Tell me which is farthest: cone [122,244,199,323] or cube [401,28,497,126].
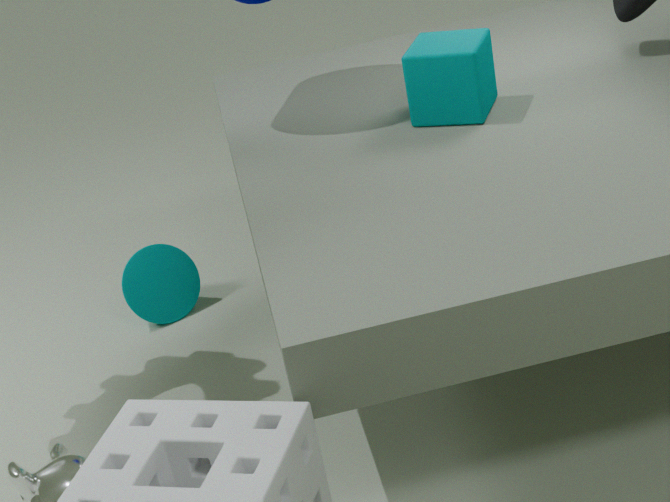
cone [122,244,199,323]
